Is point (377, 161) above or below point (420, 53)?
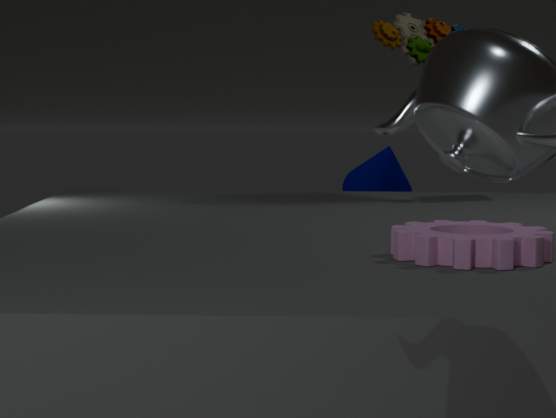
below
